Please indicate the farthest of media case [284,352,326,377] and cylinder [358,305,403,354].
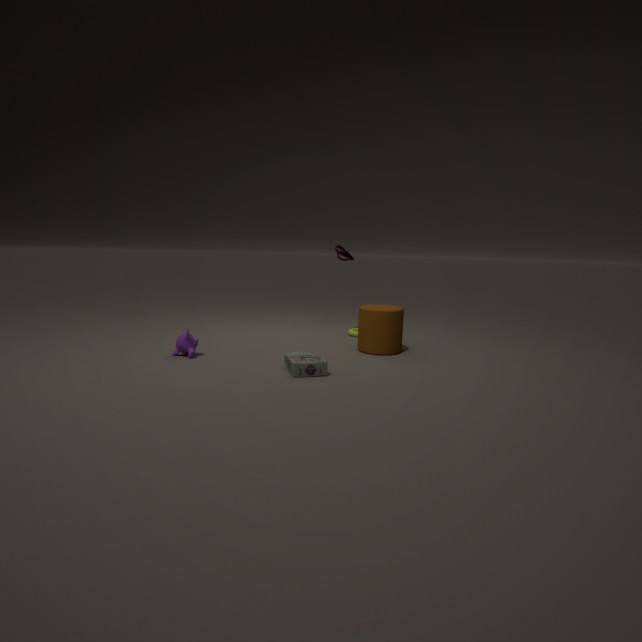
cylinder [358,305,403,354]
